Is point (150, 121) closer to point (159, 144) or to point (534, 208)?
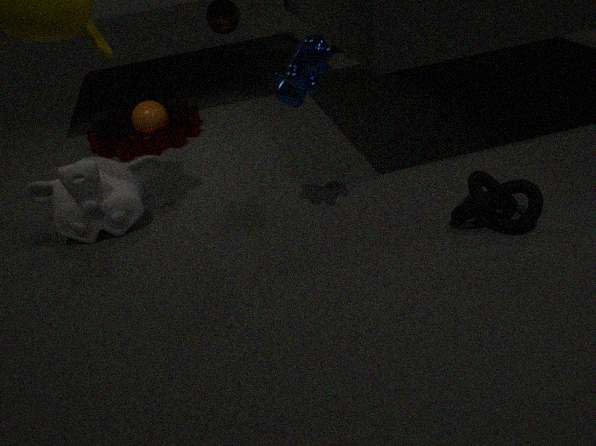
point (159, 144)
